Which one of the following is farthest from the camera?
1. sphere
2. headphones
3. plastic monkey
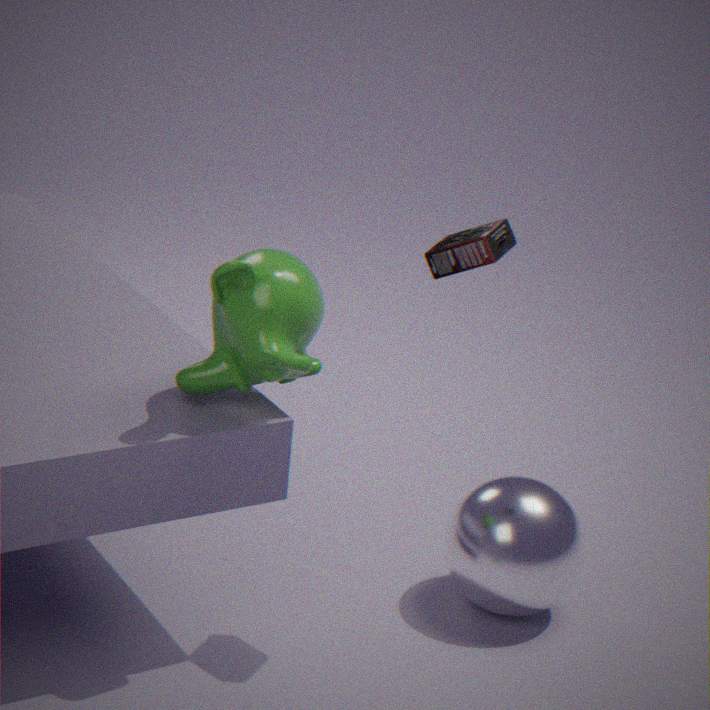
sphere
